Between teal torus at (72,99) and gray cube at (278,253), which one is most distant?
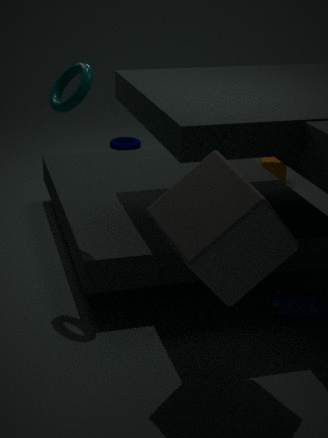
teal torus at (72,99)
